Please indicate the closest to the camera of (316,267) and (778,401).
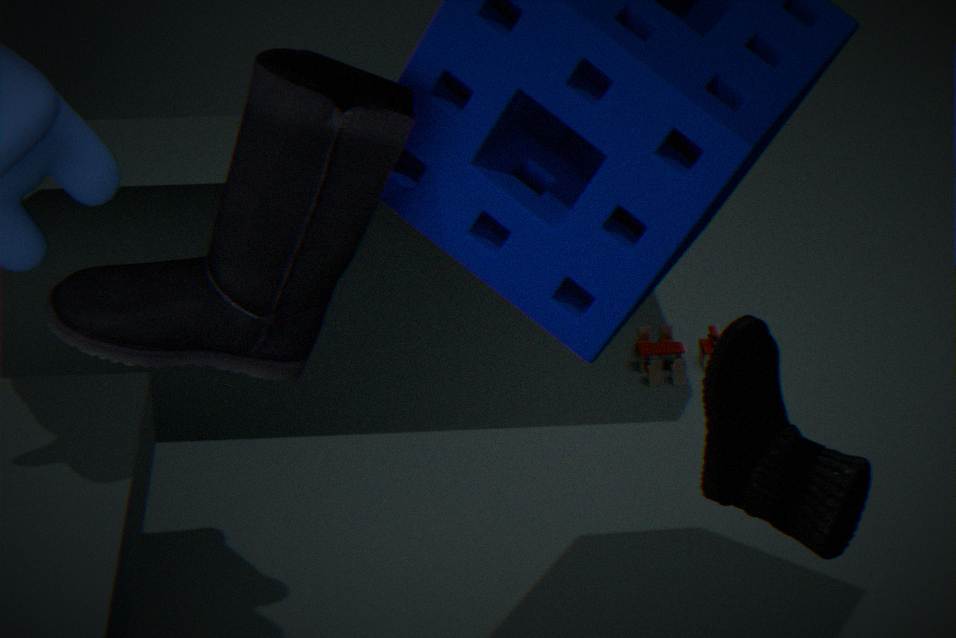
(316,267)
